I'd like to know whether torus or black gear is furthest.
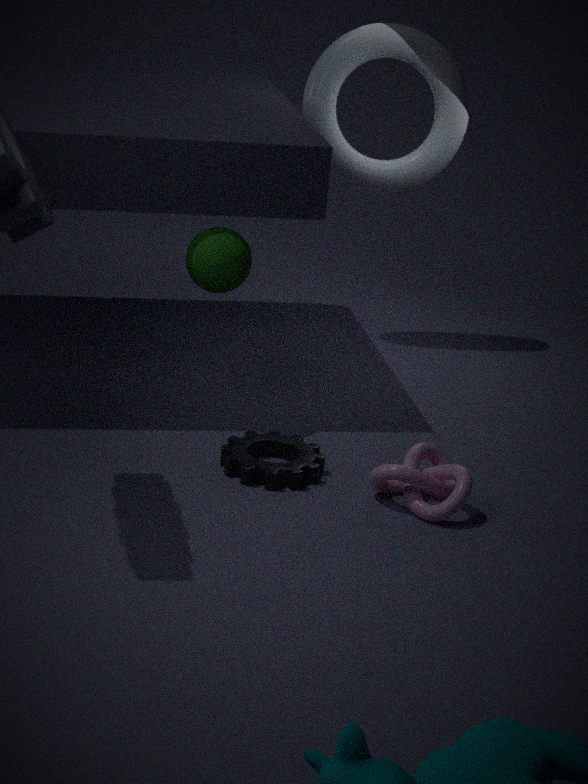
torus
